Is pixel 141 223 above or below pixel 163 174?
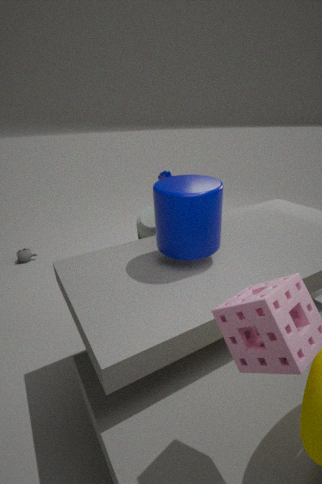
below
